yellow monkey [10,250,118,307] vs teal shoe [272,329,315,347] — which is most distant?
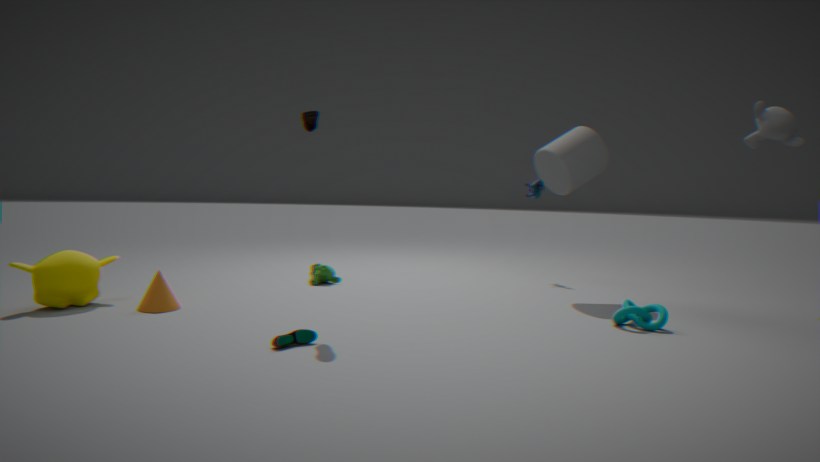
yellow monkey [10,250,118,307]
